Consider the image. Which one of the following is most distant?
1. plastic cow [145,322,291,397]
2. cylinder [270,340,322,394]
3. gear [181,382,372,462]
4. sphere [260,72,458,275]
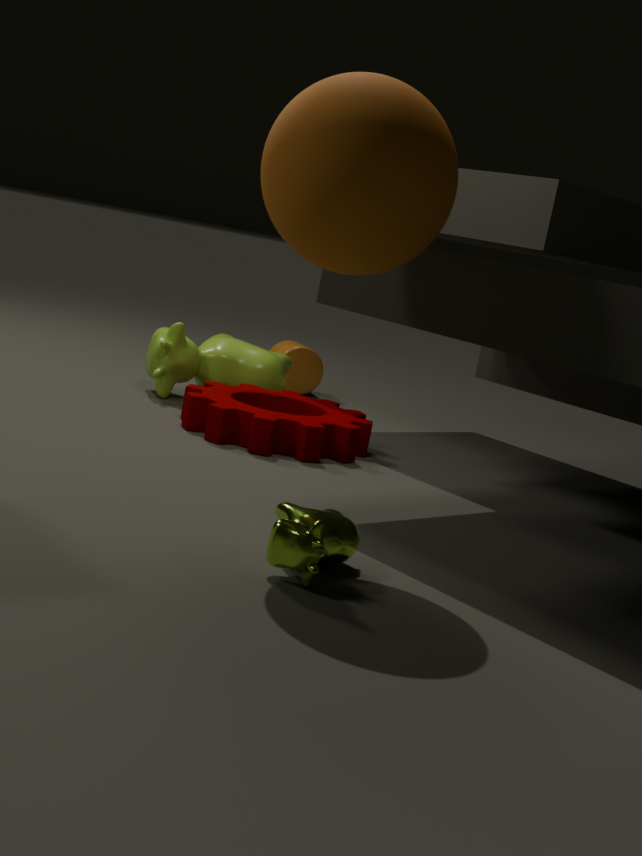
cylinder [270,340,322,394]
